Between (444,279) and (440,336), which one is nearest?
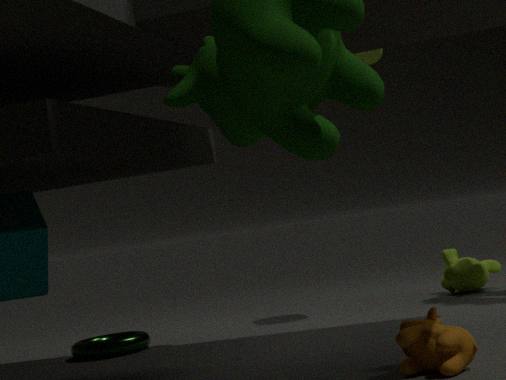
(440,336)
